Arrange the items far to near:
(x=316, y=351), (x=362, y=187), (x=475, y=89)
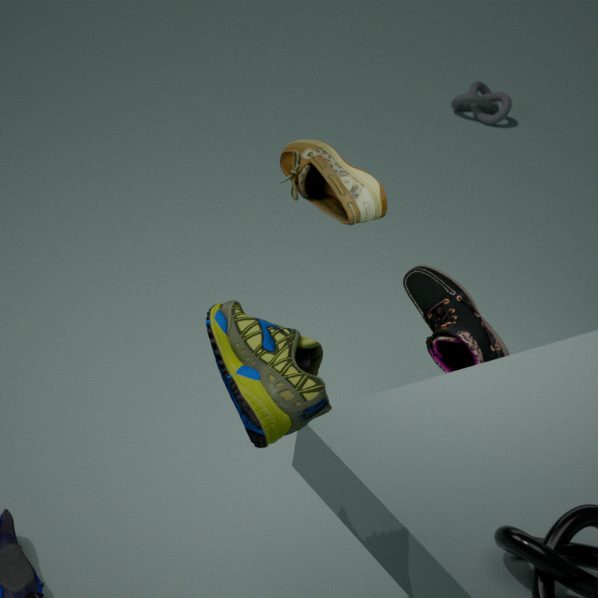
(x=475, y=89) < (x=362, y=187) < (x=316, y=351)
